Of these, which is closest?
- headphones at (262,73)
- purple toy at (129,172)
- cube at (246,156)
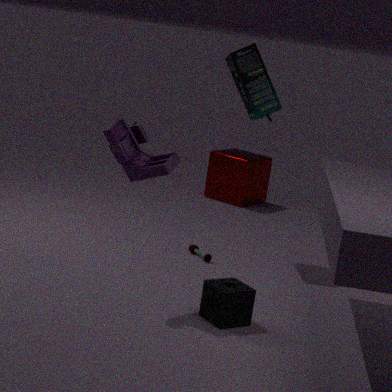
purple toy at (129,172)
